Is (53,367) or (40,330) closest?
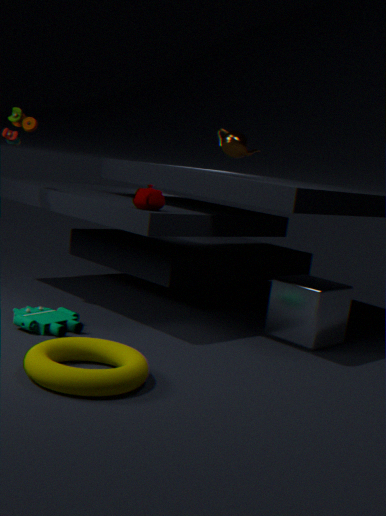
(53,367)
